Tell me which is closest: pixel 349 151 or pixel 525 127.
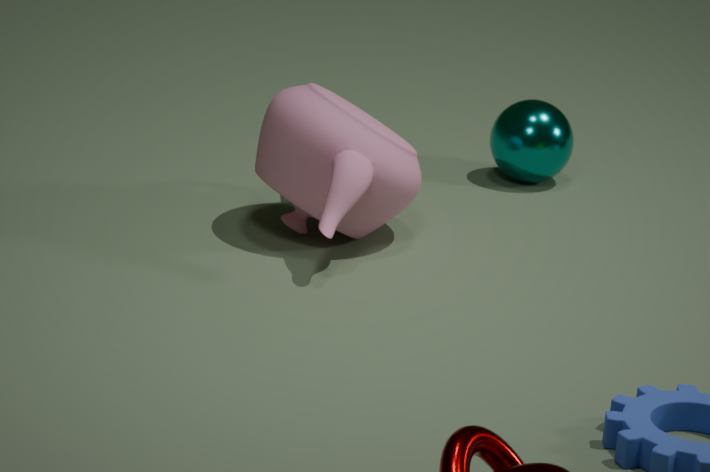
pixel 349 151
